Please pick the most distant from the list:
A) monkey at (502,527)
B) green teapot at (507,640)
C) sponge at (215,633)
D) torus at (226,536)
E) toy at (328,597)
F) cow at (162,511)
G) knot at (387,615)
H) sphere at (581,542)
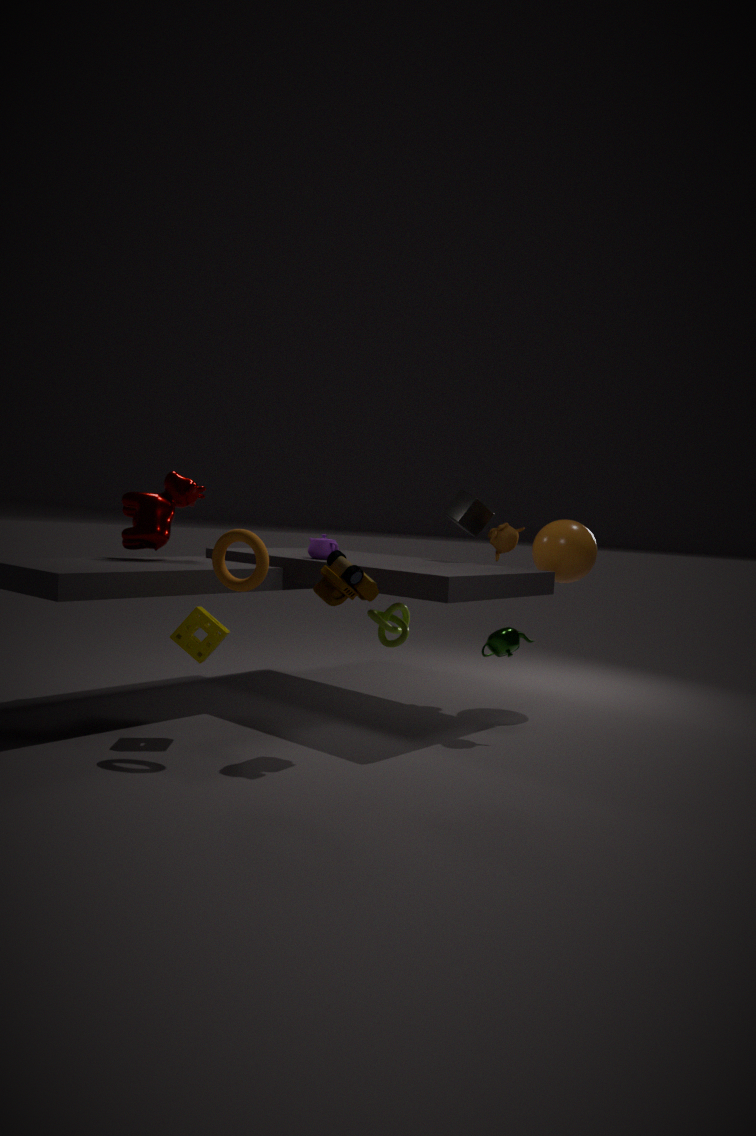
monkey at (502,527)
